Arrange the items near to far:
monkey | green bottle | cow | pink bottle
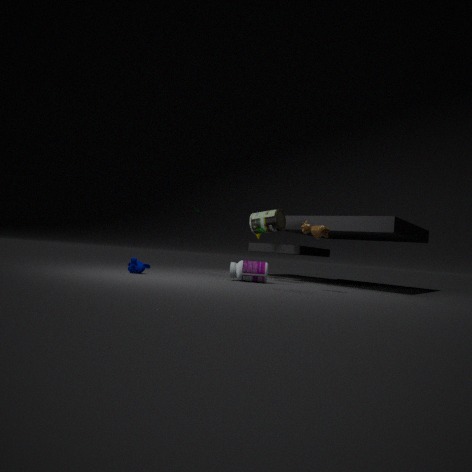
cow
monkey
pink bottle
green bottle
